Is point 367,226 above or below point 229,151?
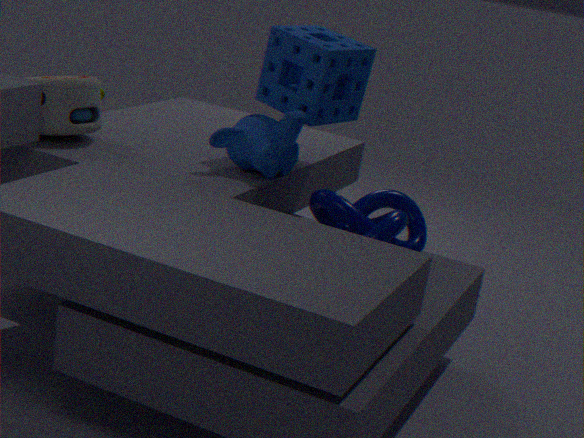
below
